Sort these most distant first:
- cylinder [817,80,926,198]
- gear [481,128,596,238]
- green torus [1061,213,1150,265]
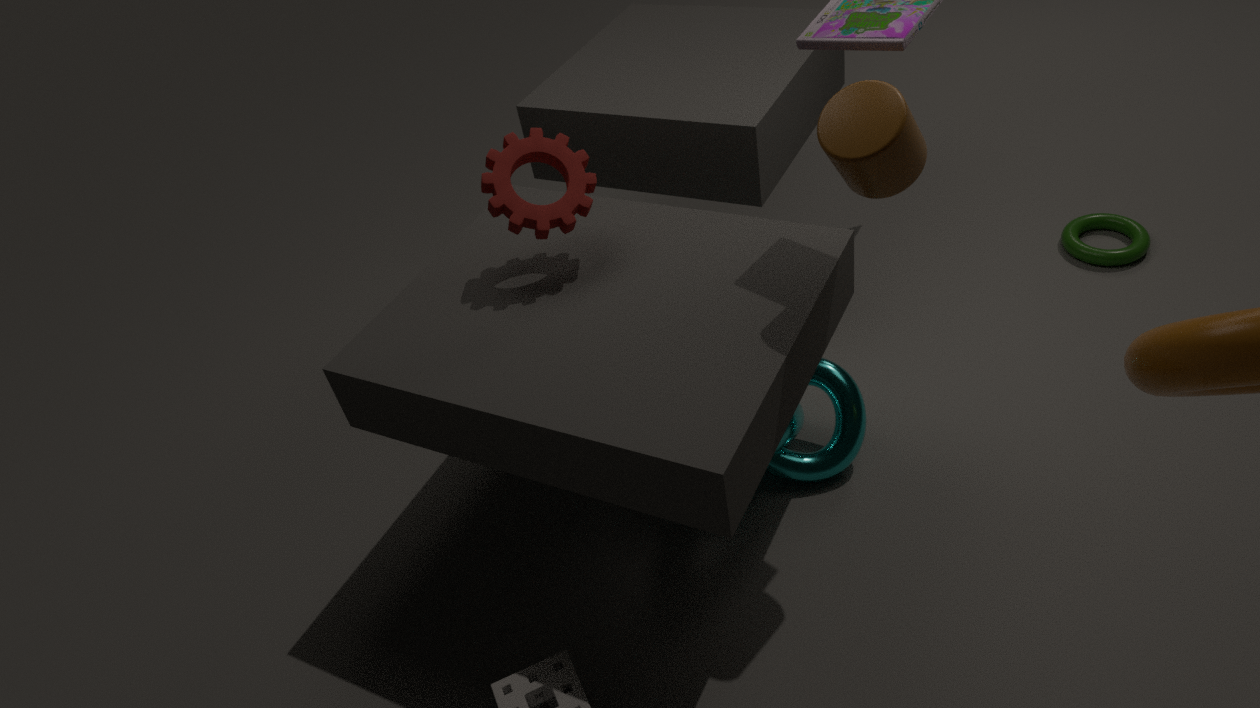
green torus [1061,213,1150,265] < gear [481,128,596,238] < cylinder [817,80,926,198]
